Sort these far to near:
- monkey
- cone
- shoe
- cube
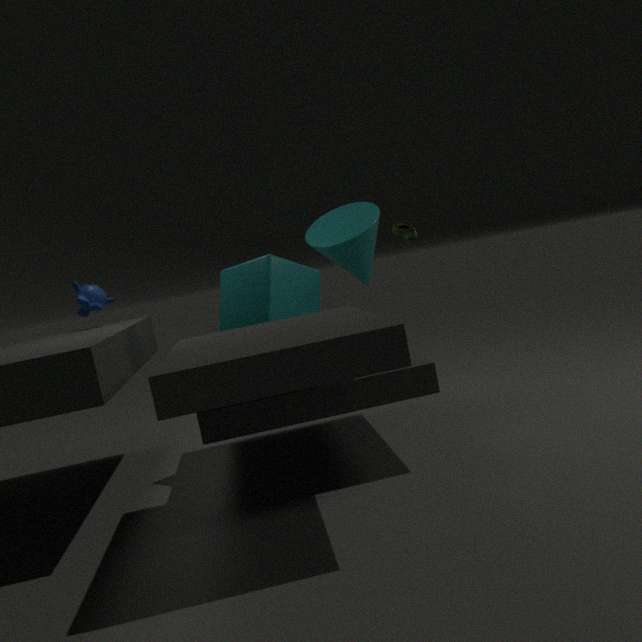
monkey
cone
shoe
cube
